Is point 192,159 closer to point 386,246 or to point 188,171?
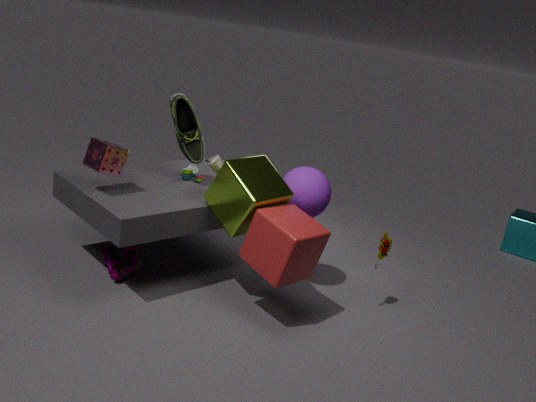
point 188,171
